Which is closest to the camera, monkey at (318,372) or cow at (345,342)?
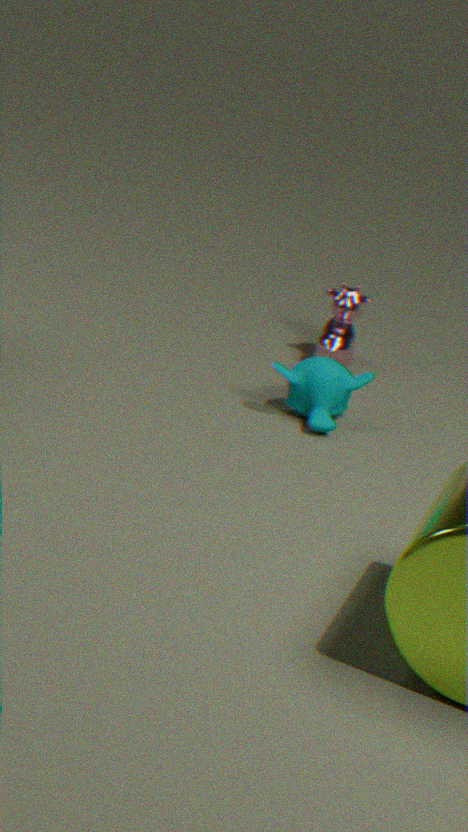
monkey at (318,372)
